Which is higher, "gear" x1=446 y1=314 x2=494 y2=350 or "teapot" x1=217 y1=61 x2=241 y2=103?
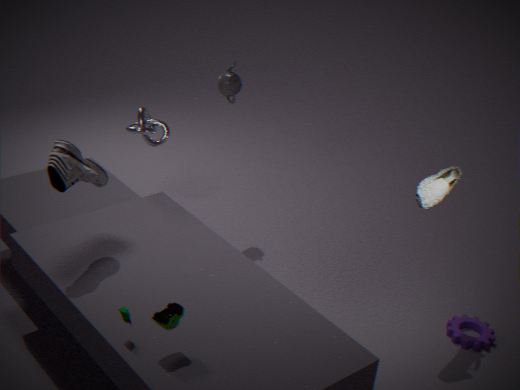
"teapot" x1=217 y1=61 x2=241 y2=103
